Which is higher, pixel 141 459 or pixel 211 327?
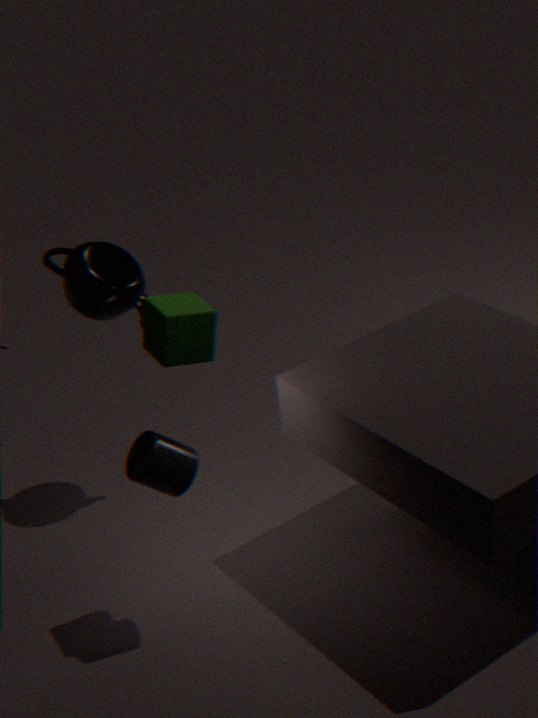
pixel 211 327
